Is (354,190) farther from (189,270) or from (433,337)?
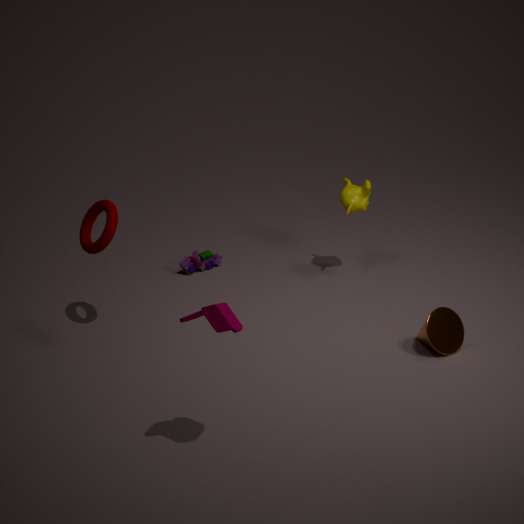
(433,337)
